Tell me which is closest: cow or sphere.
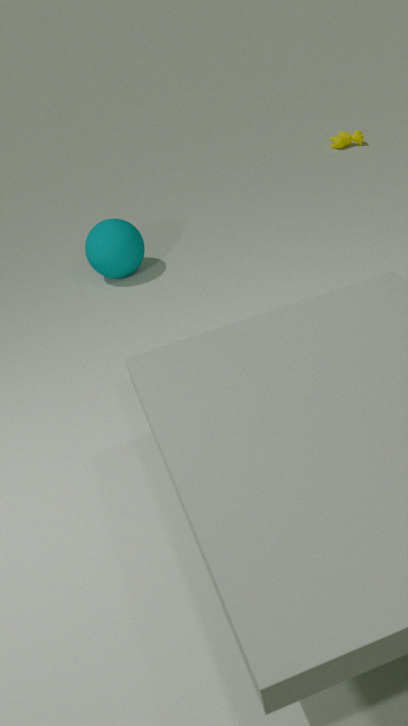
sphere
